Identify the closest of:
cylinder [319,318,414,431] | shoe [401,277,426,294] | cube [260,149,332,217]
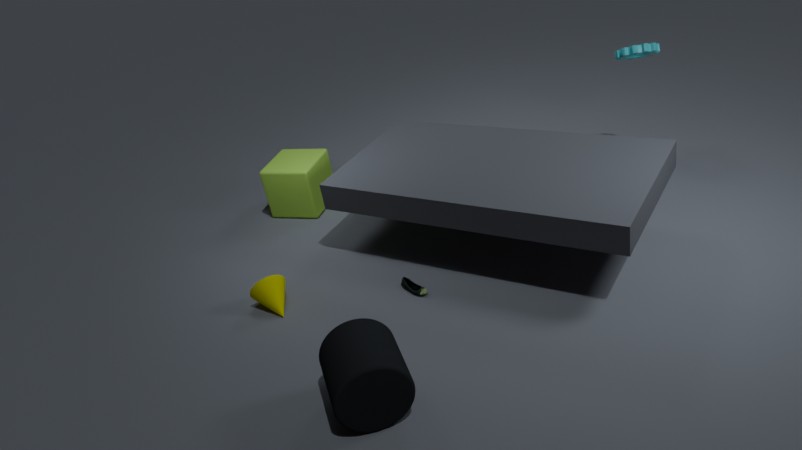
cylinder [319,318,414,431]
